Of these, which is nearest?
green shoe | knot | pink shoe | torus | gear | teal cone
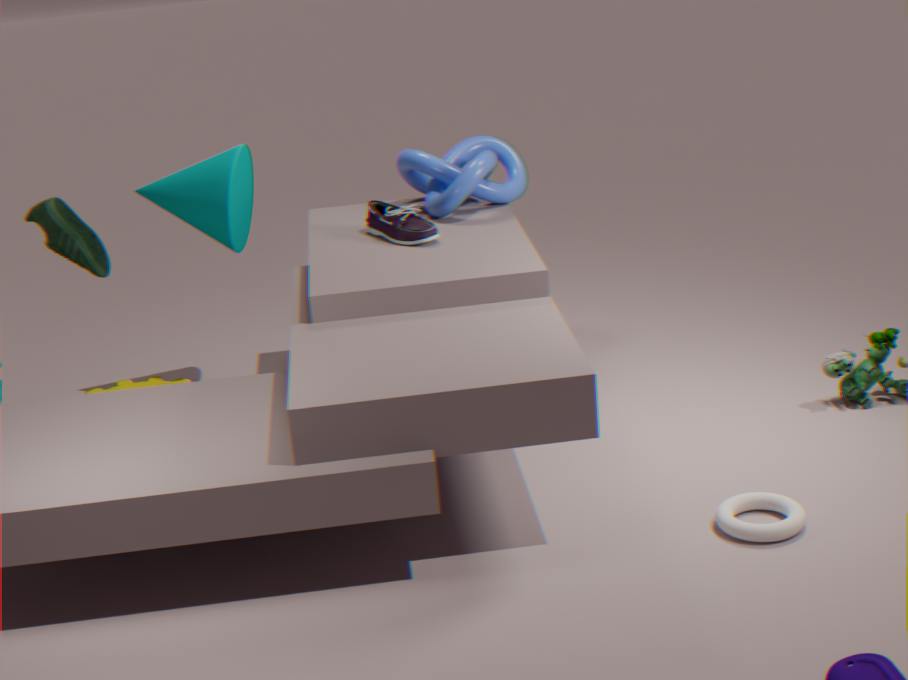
torus
